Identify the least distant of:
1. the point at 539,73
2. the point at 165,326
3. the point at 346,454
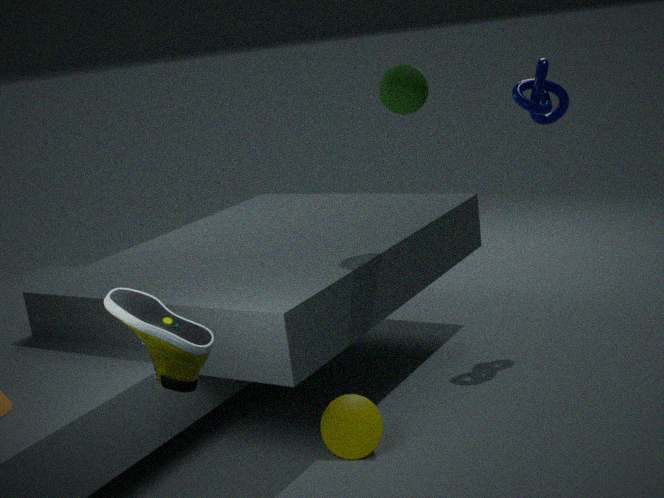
the point at 165,326
